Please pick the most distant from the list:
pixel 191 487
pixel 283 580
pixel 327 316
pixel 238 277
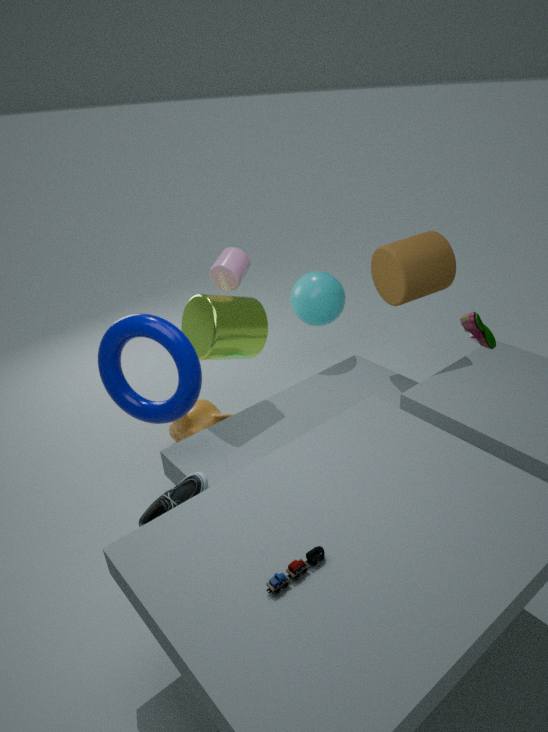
pixel 327 316
